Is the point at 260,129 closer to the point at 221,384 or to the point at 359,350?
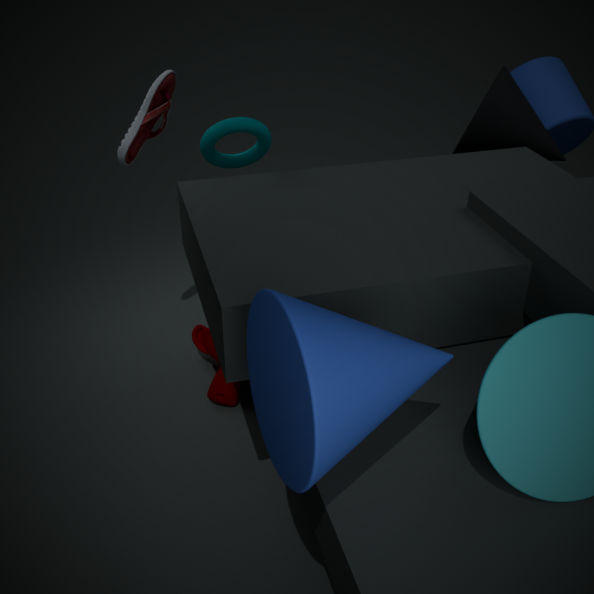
the point at 221,384
